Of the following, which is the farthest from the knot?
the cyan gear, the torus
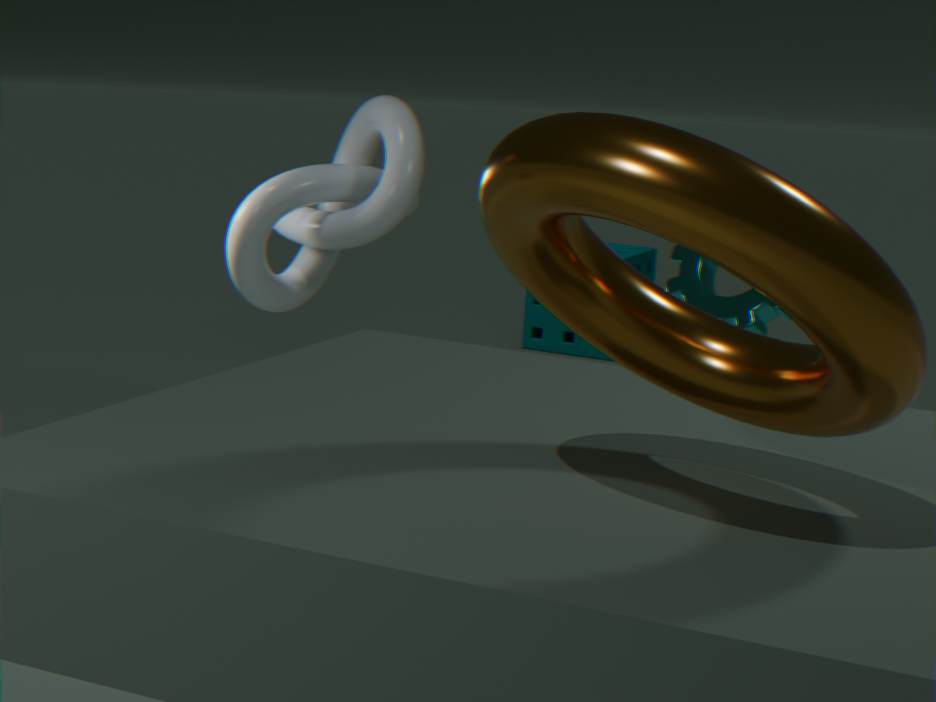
the torus
